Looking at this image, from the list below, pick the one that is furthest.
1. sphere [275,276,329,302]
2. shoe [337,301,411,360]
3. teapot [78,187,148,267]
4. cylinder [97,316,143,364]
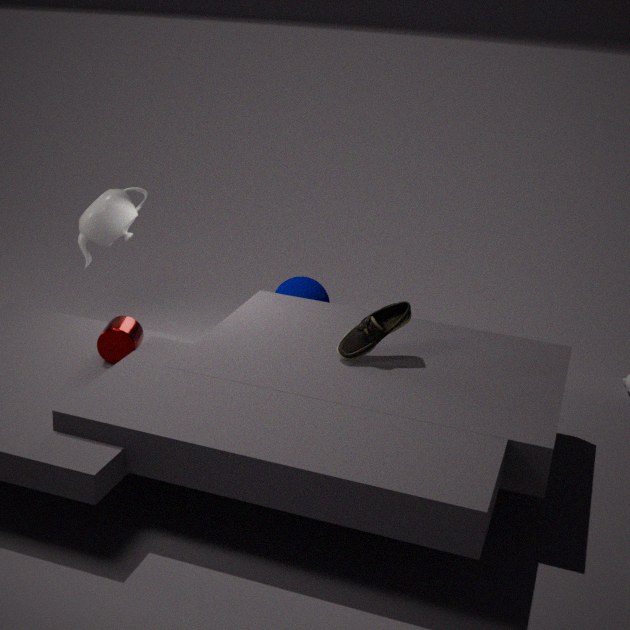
sphere [275,276,329,302]
